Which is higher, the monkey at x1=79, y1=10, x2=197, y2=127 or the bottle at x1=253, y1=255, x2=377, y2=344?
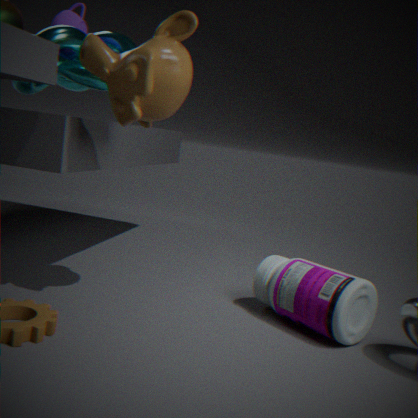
the monkey at x1=79, y1=10, x2=197, y2=127
